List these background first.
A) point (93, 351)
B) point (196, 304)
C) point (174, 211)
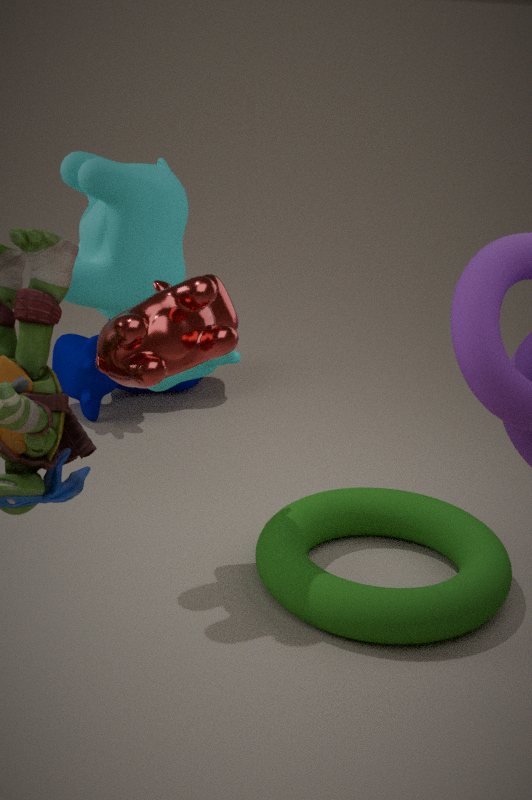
point (93, 351) → point (174, 211) → point (196, 304)
